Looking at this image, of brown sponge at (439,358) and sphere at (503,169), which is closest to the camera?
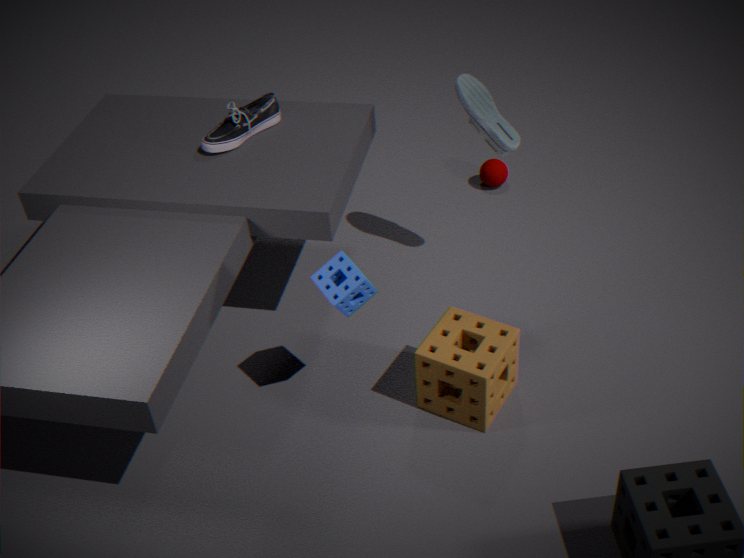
brown sponge at (439,358)
